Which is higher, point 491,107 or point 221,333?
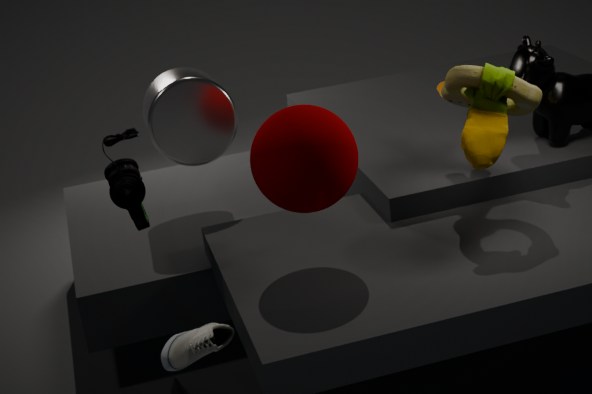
point 491,107
